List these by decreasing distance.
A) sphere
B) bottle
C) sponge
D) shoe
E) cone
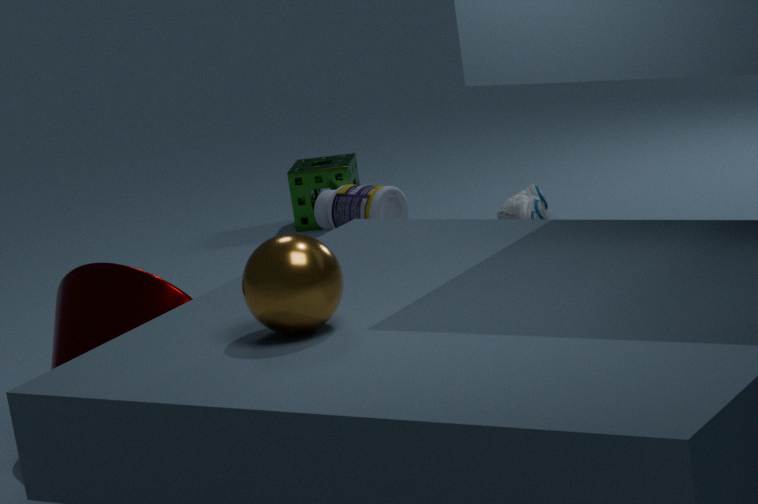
sponge → bottle → shoe → cone → sphere
